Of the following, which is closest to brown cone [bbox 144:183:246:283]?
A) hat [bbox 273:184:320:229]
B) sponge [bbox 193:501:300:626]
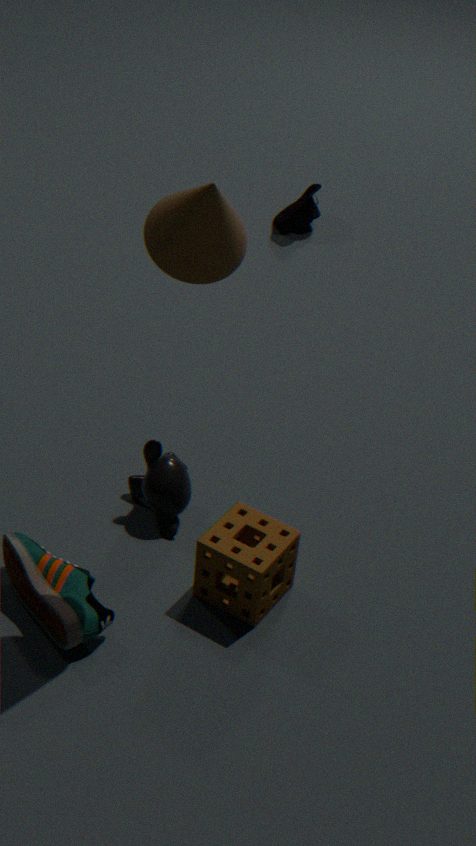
sponge [bbox 193:501:300:626]
